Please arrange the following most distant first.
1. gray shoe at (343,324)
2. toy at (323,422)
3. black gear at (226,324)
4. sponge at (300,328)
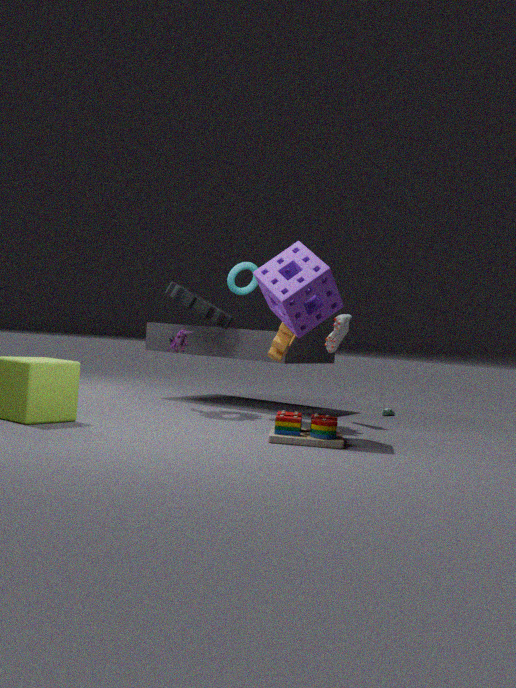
1. gray shoe at (343,324)
2. black gear at (226,324)
3. sponge at (300,328)
4. toy at (323,422)
